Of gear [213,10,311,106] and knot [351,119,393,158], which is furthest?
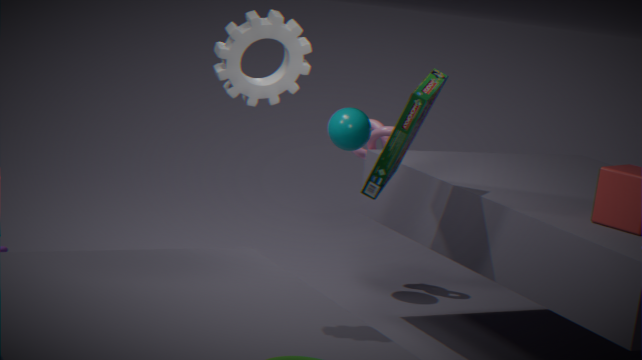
knot [351,119,393,158]
